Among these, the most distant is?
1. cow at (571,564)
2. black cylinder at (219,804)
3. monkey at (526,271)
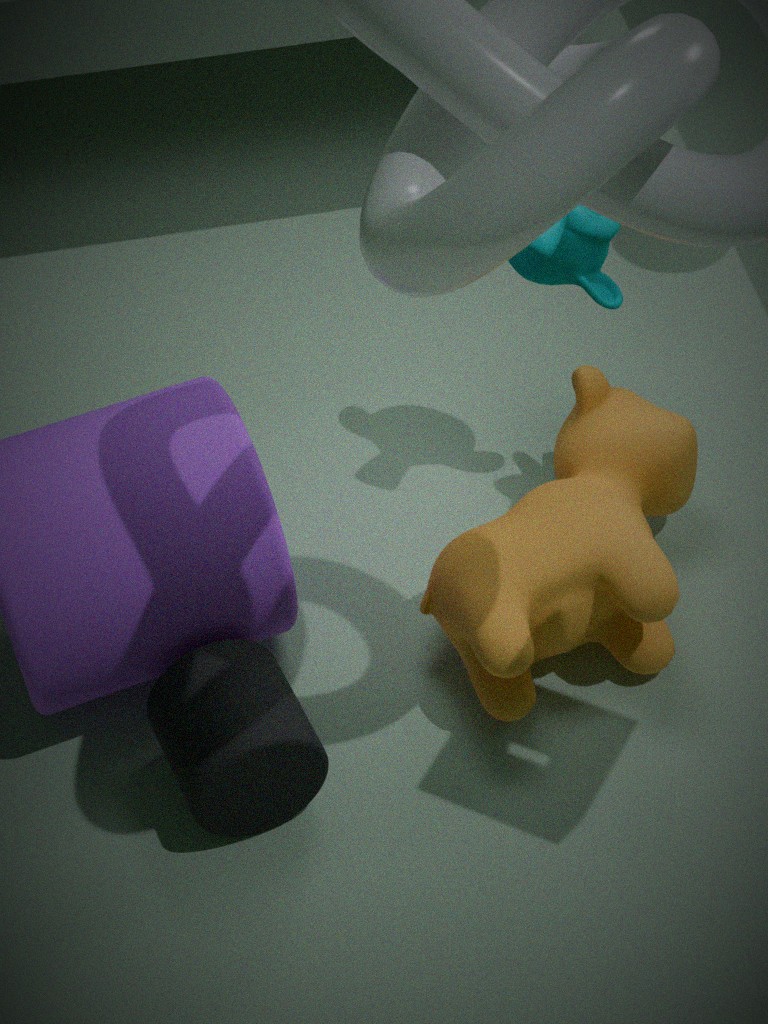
monkey at (526,271)
